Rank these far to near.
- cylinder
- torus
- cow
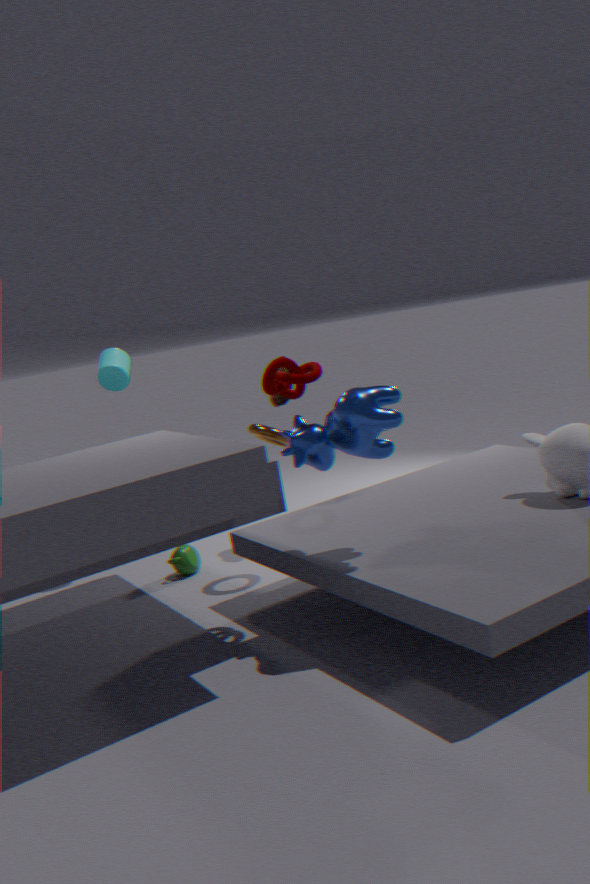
cylinder → torus → cow
